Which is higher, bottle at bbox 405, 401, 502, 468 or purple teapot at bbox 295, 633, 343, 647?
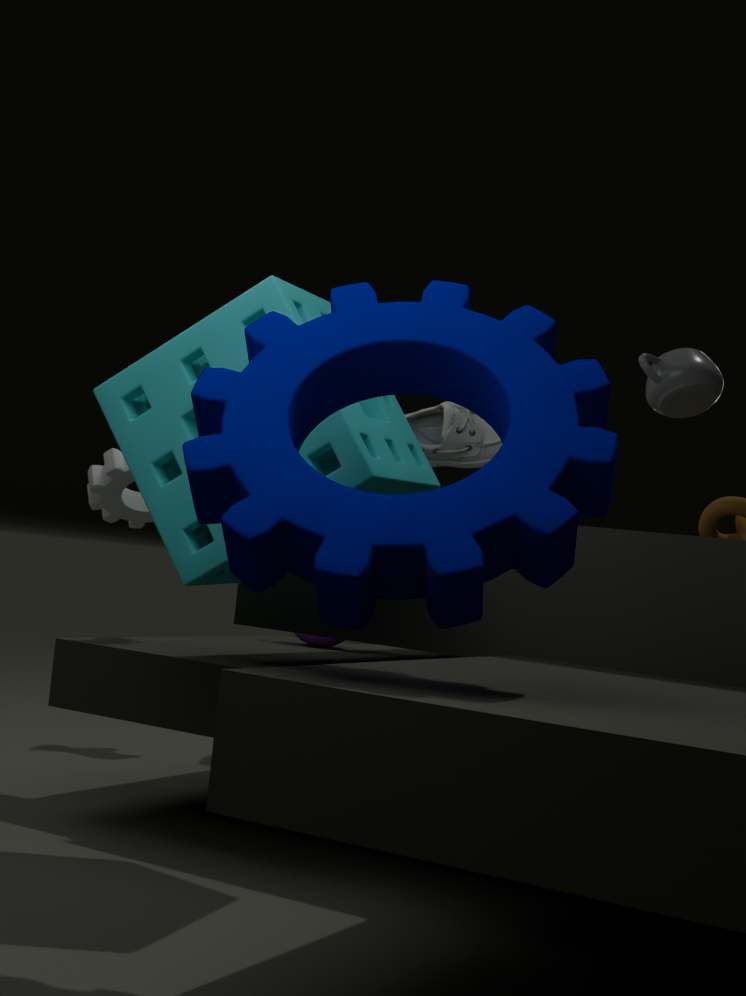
bottle at bbox 405, 401, 502, 468
